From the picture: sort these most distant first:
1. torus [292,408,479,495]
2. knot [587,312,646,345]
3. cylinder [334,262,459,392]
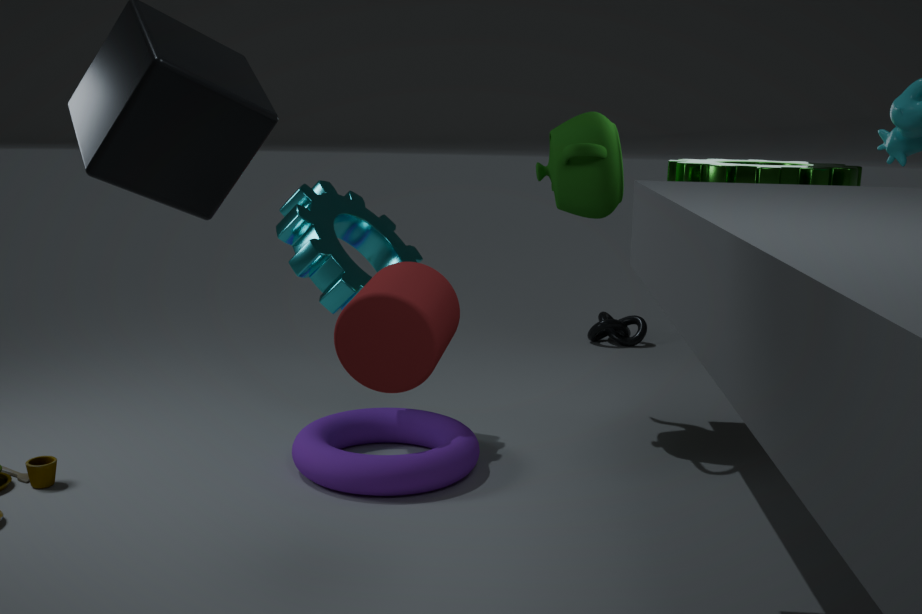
knot [587,312,646,345] → torus [292,408,479,495] → cylinder [334,262,459,392]
